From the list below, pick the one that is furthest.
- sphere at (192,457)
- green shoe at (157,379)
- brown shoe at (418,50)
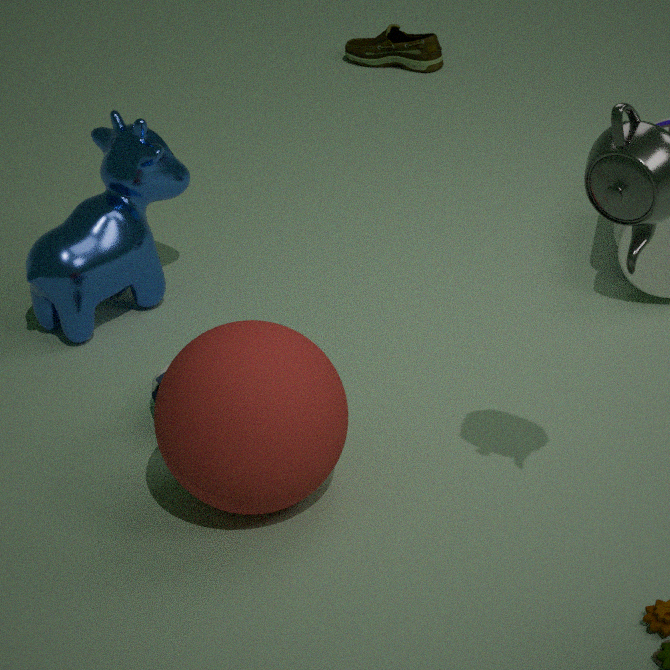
brown shoe at (418,50)
